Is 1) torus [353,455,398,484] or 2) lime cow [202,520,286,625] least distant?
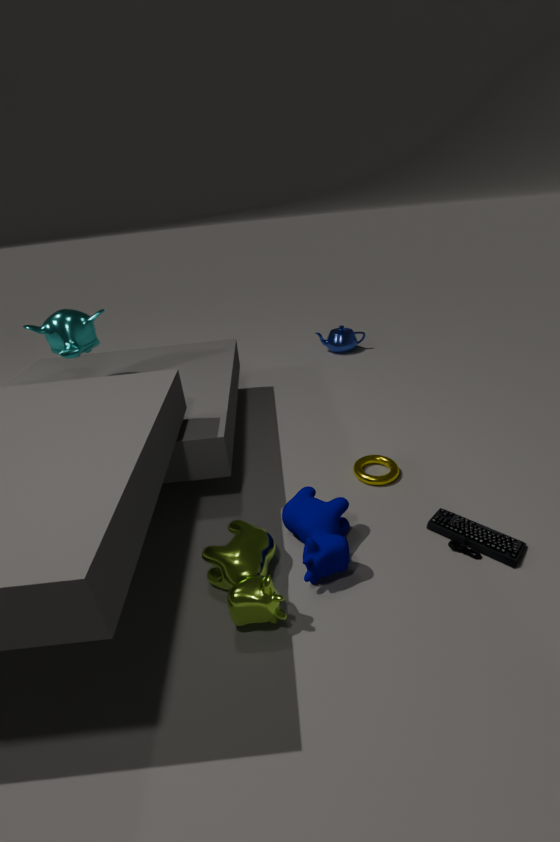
2. lime cow [202,520,286,625]
